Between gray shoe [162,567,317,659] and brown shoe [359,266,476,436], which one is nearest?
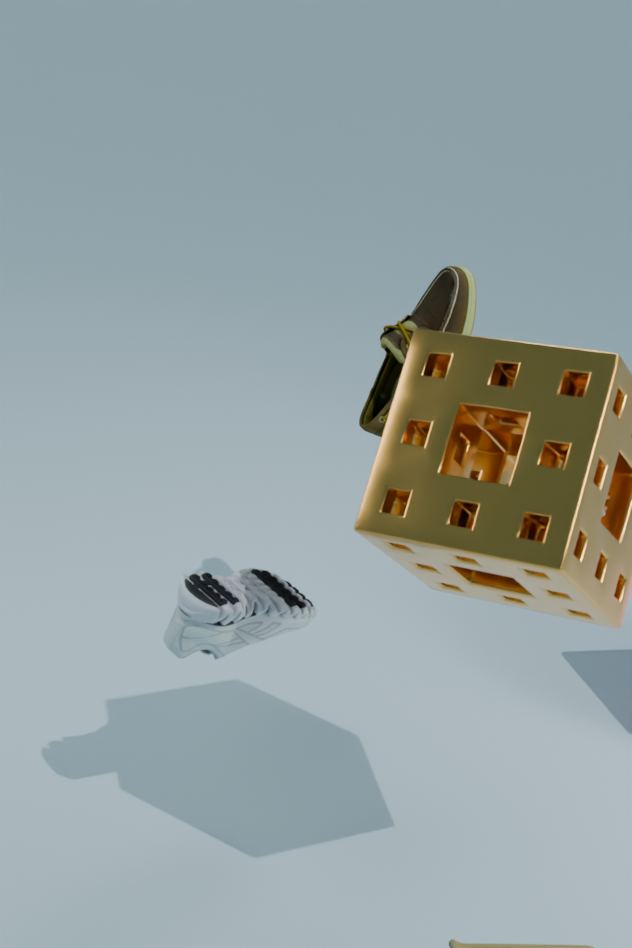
gray shoe [162,567,317,659]
